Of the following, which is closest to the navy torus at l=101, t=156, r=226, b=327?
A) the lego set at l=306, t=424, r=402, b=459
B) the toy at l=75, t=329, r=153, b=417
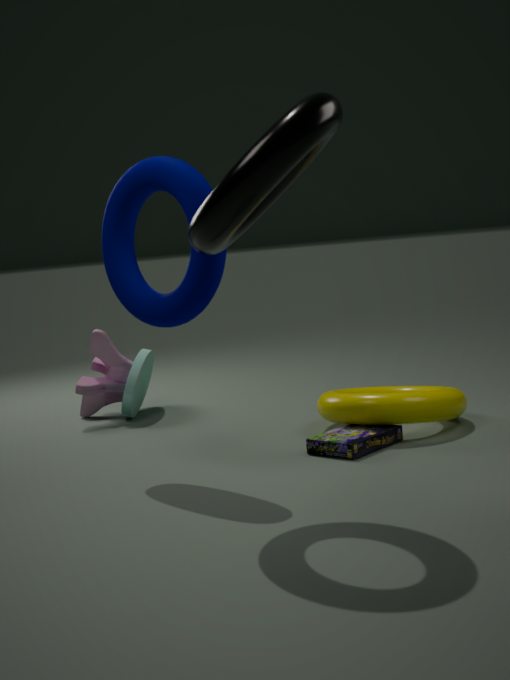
the lego set at l=306, t=424, r=402, b=459
